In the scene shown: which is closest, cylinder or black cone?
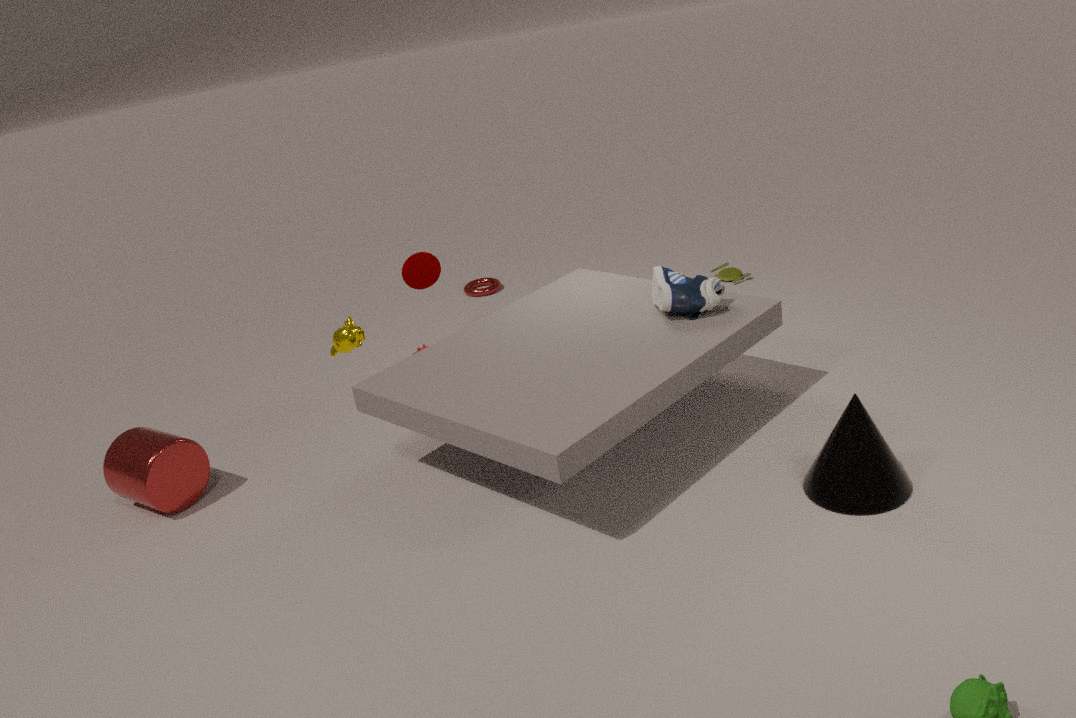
black cone
